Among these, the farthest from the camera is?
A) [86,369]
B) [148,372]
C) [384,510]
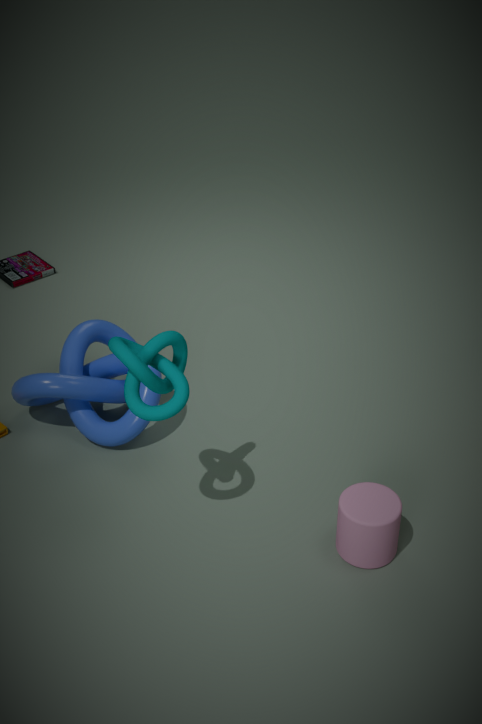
[86,369]
